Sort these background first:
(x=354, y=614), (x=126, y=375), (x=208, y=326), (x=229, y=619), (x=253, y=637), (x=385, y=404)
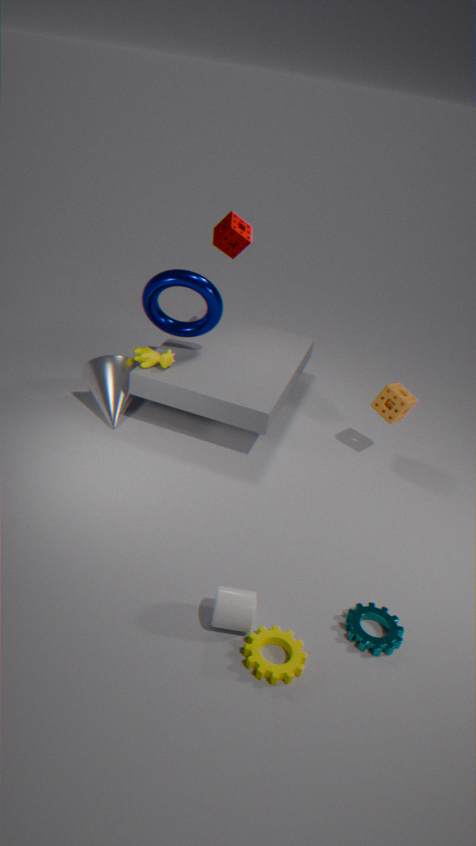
(x=208, y=326)
(x=126, y=375)
(x=385, y=404)
(x=354, y=614)
(x=253, y=637)
(x=229, y=619)
